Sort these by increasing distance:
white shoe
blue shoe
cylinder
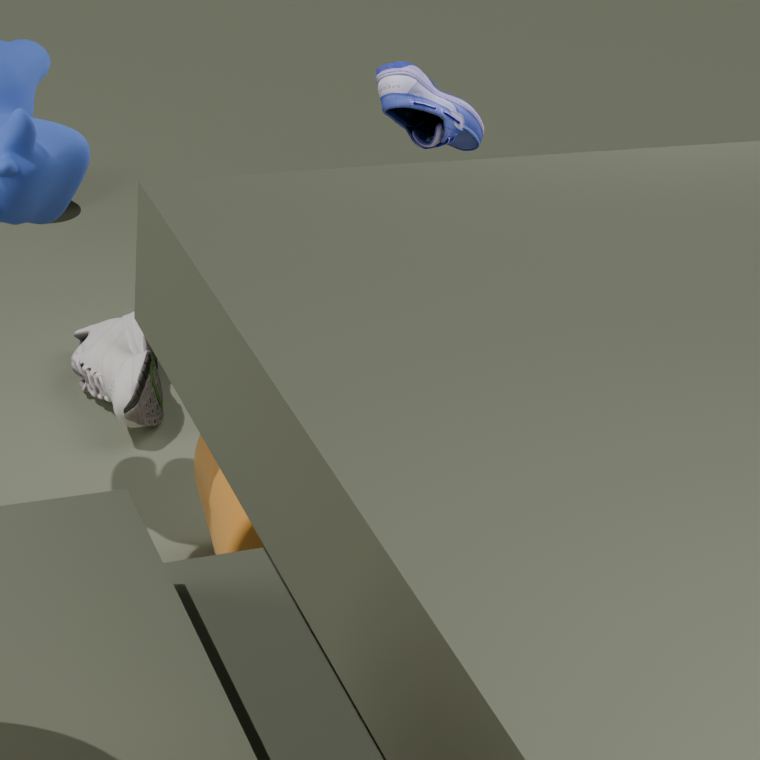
cylinder < blue shoe < white shoe
